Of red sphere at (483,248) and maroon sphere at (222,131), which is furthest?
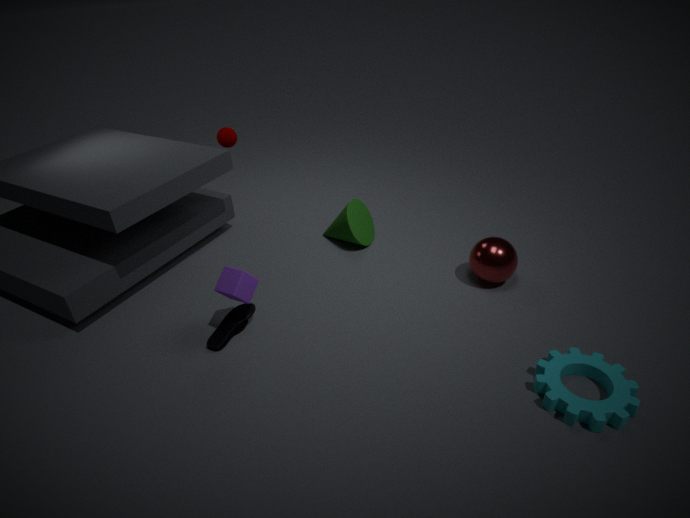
maroon sphere at (222,131)
